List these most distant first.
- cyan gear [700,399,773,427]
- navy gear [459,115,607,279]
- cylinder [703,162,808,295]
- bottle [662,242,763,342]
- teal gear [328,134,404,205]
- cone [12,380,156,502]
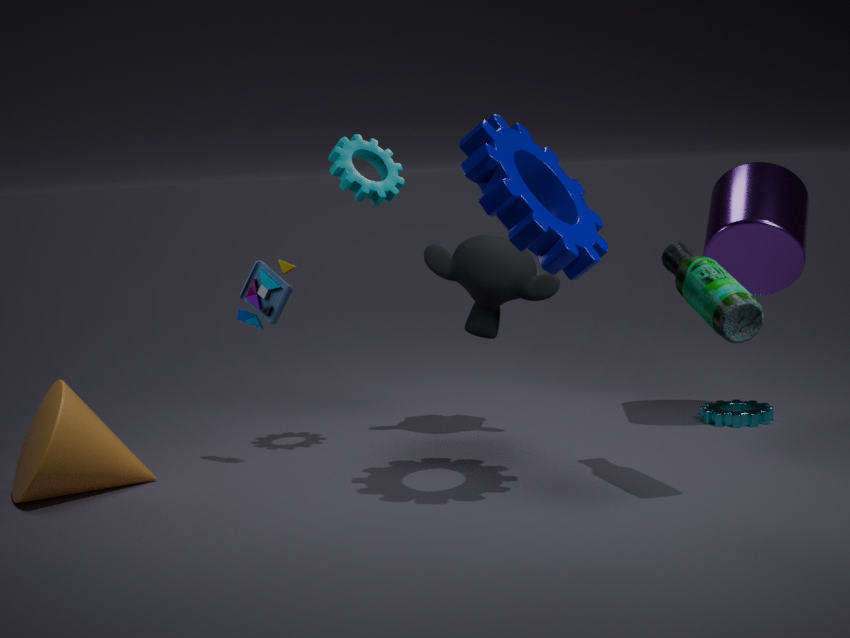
1. cyan gear [700,399,773,427]
2. cylinder [703,162,808,295]
3. teal gear [328,134,404,205]
4. cone [12,380,156,502]
5. bottle [662,242,763,342]
6. navy gear [459,115,607,279]
